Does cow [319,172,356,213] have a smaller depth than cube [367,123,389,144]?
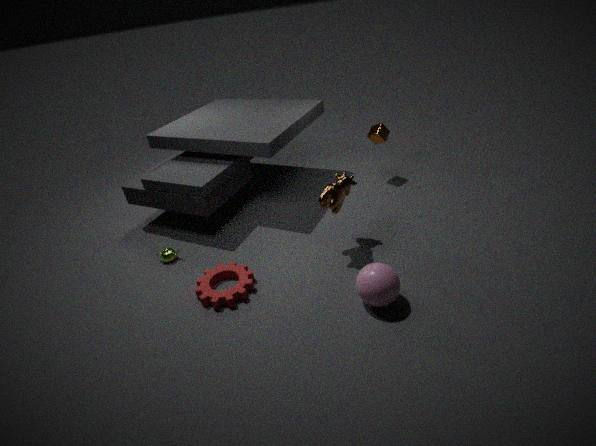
Yes
